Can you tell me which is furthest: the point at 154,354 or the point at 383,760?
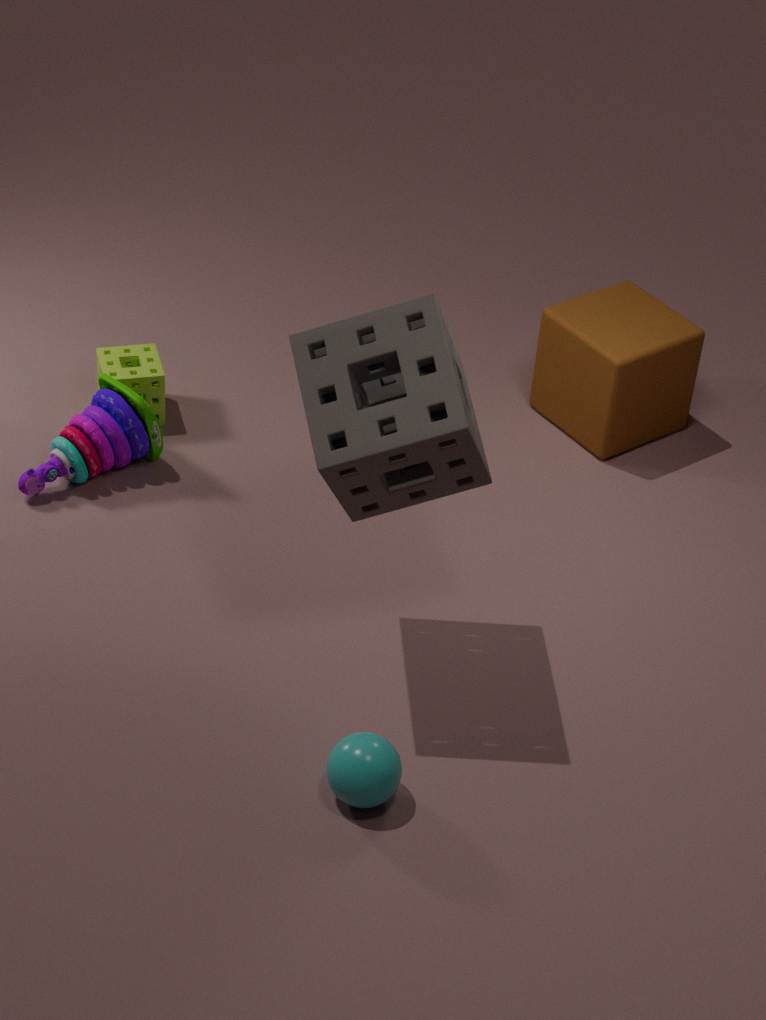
the point at 154,354
